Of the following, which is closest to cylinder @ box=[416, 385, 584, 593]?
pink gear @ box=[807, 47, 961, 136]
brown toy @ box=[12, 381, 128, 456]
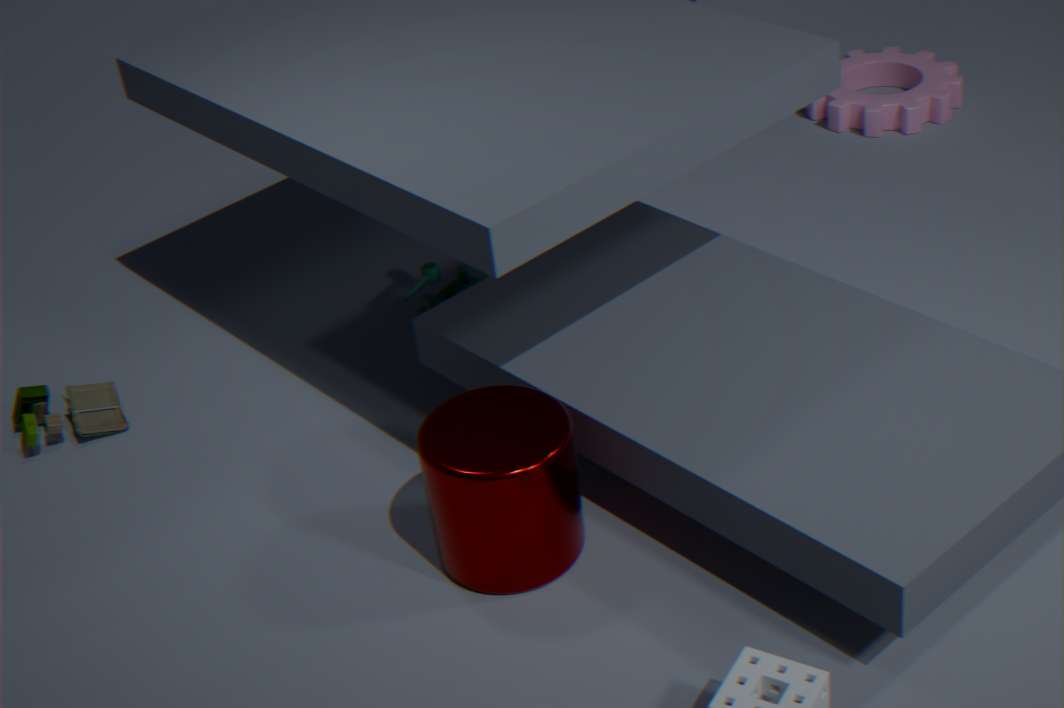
brown toy @ box=[12, 381, 128, 456]
